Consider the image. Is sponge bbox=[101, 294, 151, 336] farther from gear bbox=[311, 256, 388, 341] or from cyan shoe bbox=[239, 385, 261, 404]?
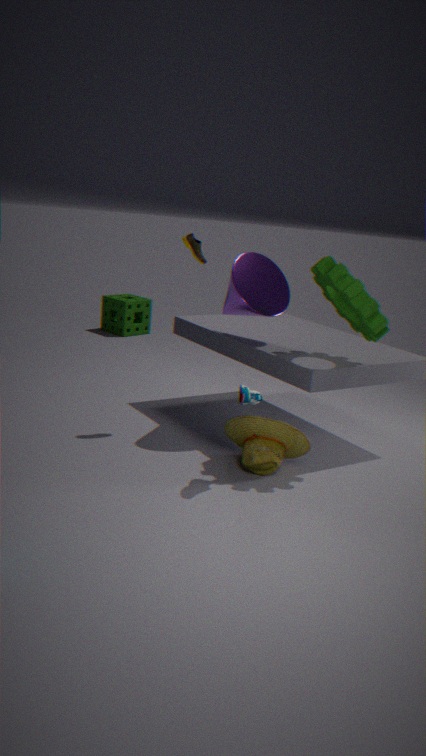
cyan shoe bbox=[239, 385, 261, 404]
